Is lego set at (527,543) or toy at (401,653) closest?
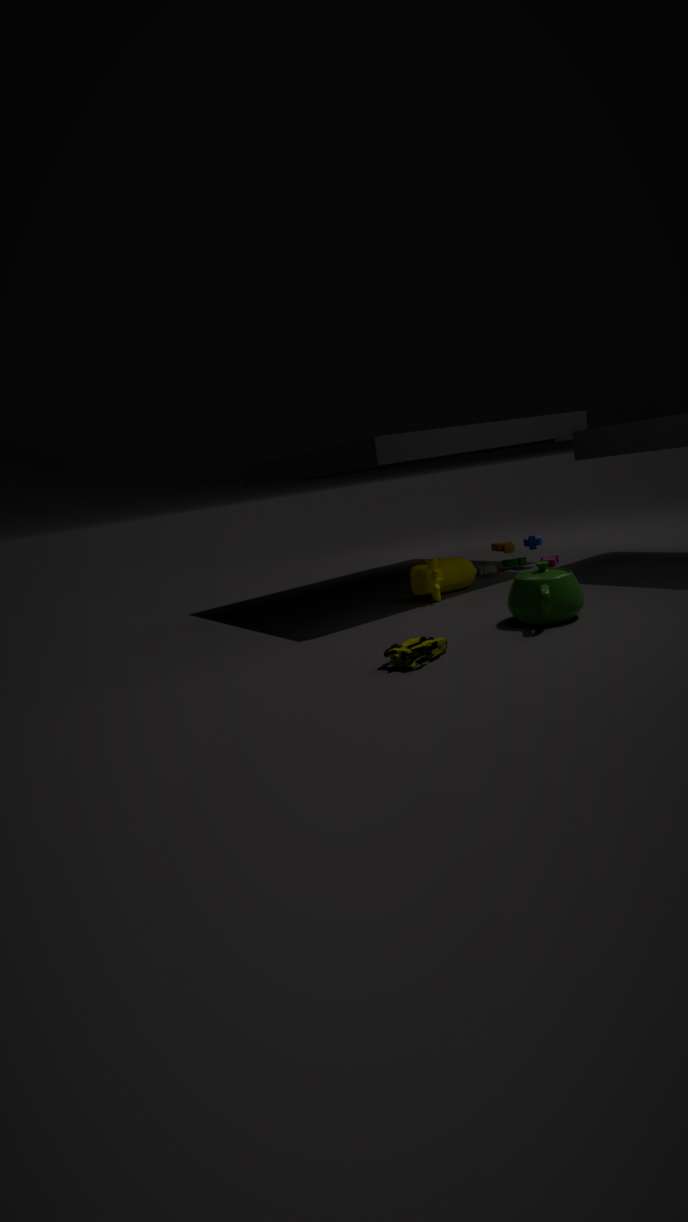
toy at (401,653)
